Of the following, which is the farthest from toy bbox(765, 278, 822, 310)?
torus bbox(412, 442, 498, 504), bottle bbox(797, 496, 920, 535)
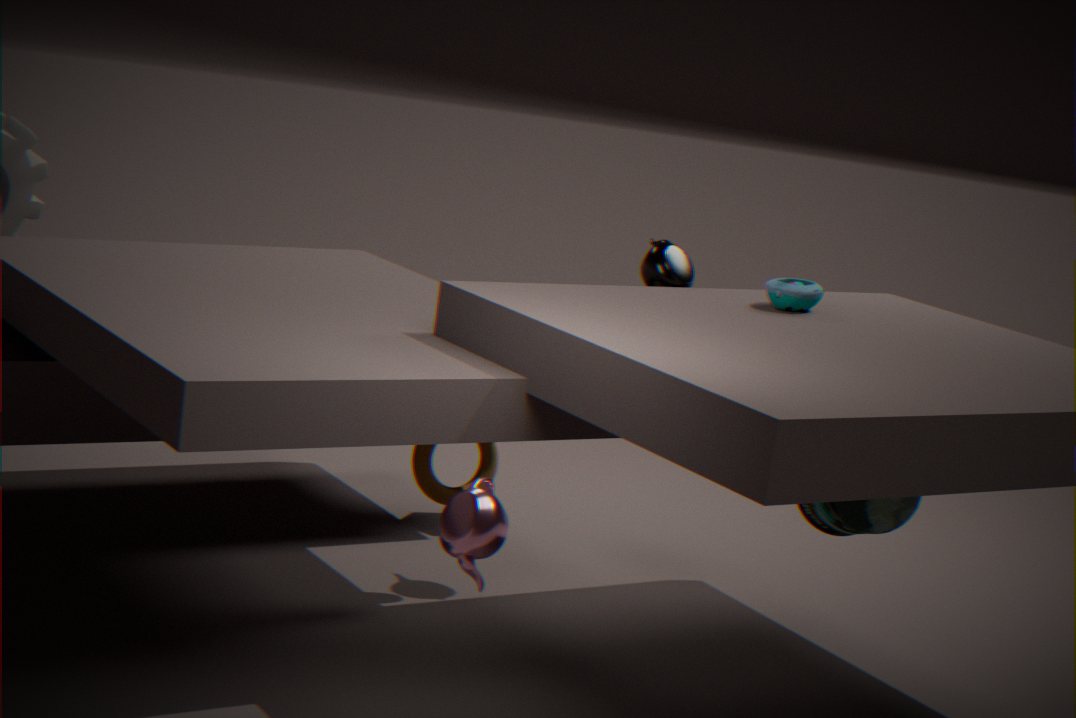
torus bbox(412, 442, 498, 504)
